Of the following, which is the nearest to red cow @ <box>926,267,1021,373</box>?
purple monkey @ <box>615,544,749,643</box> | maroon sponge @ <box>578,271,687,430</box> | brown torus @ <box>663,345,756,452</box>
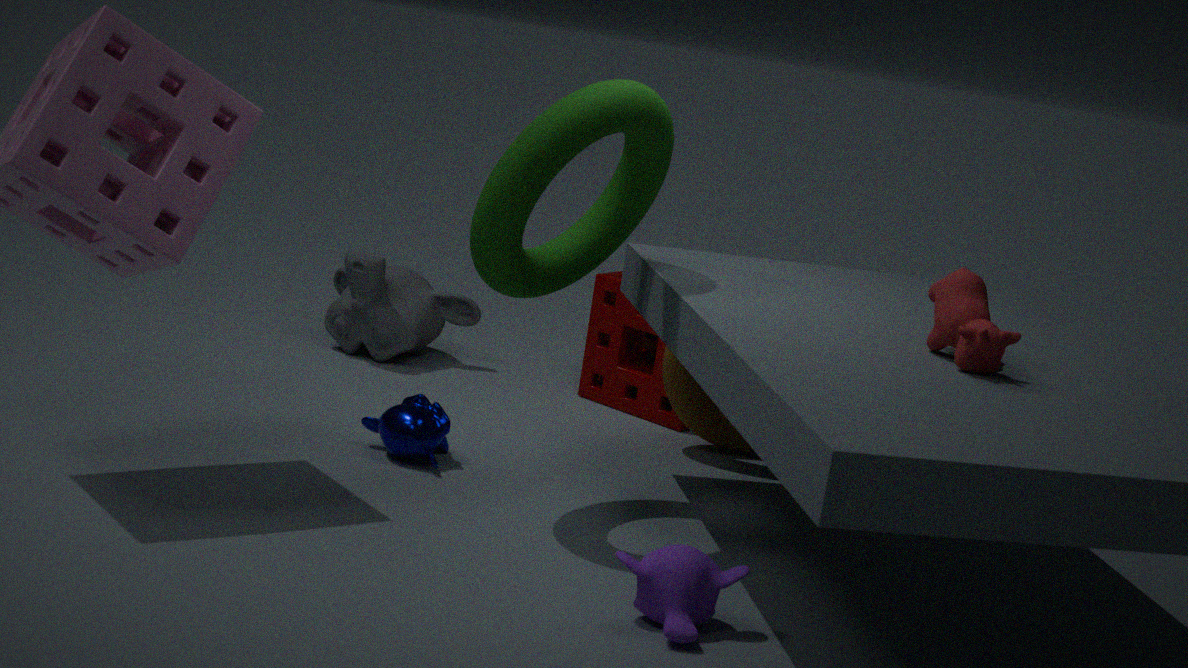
purple monkey @ <box>615,544,749,643</box>
